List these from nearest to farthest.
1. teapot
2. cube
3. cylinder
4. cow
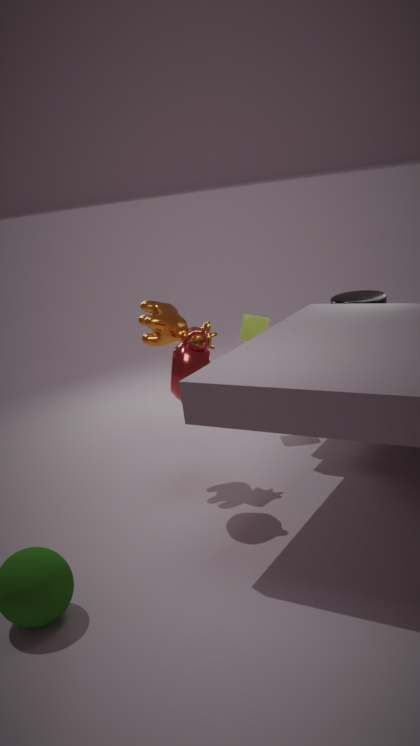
teapot < cow < cylinder < cube
